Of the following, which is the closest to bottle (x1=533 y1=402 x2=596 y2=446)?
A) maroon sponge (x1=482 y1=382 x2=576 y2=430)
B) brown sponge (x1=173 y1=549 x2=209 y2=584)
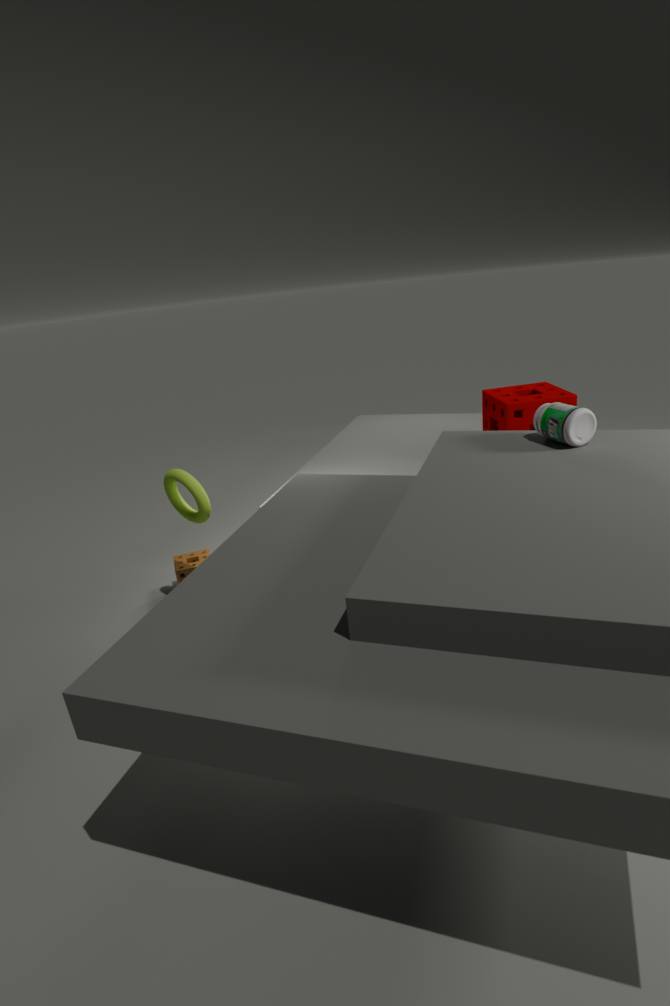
maroon sponge (x1=482 y1=382 x2=576 y2=430)
